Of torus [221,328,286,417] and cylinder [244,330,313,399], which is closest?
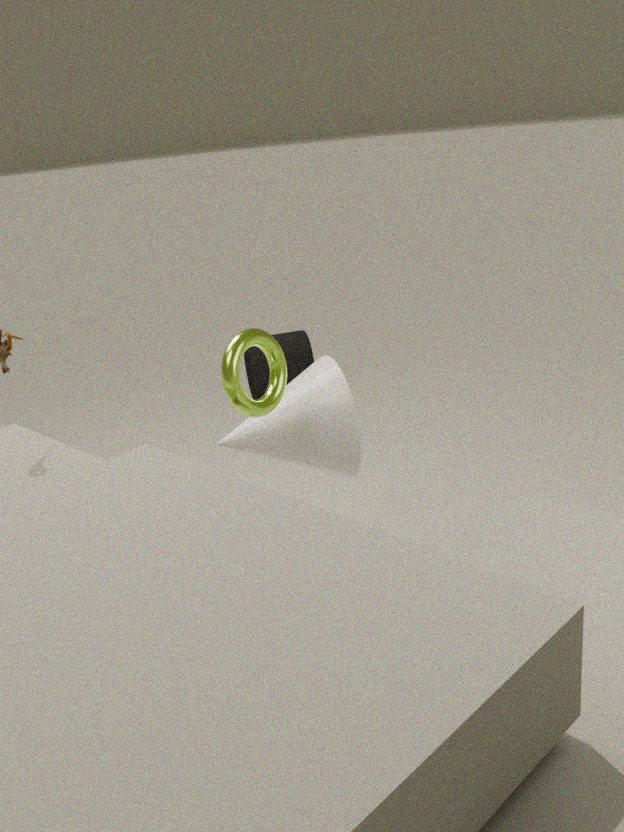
torus [221,328,286,417]
